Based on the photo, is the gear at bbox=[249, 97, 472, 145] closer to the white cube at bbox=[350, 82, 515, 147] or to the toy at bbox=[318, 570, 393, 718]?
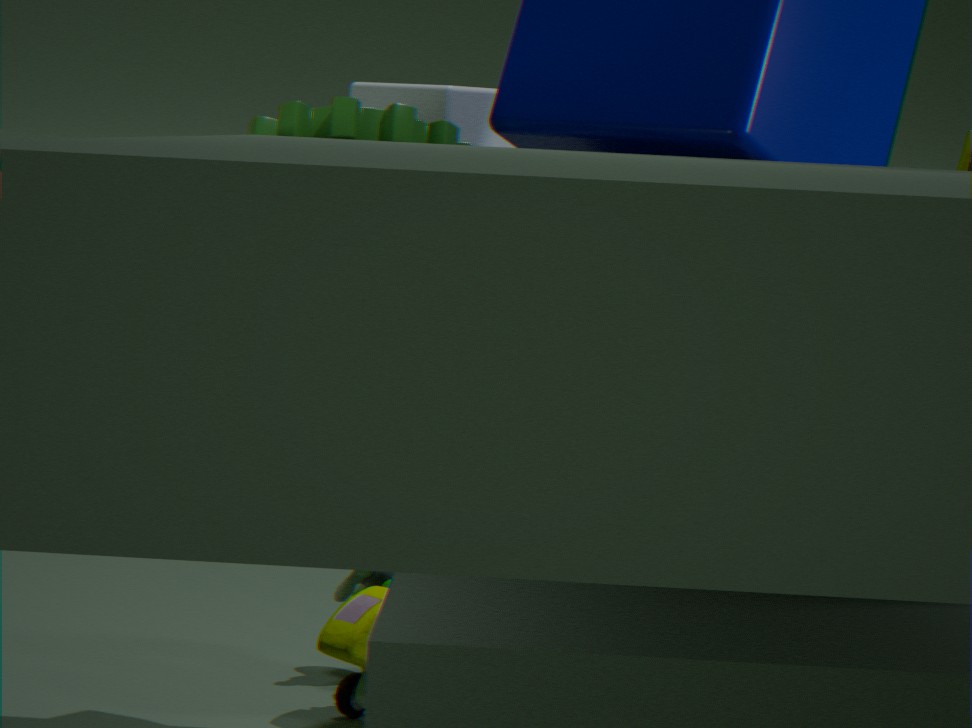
the white cube at bbox=[350, 82, 515, 147]
